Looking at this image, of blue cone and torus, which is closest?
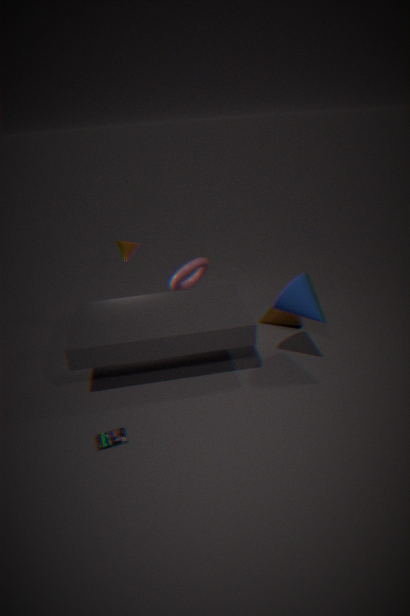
blue cone
